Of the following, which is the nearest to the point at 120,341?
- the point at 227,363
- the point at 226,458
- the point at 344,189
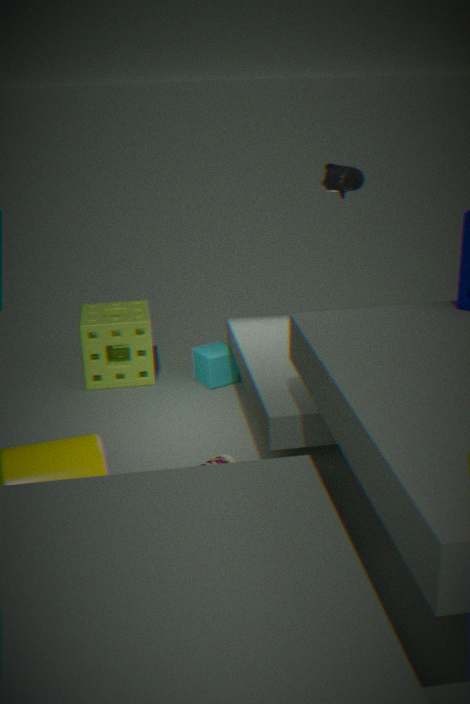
the point at 227,363
